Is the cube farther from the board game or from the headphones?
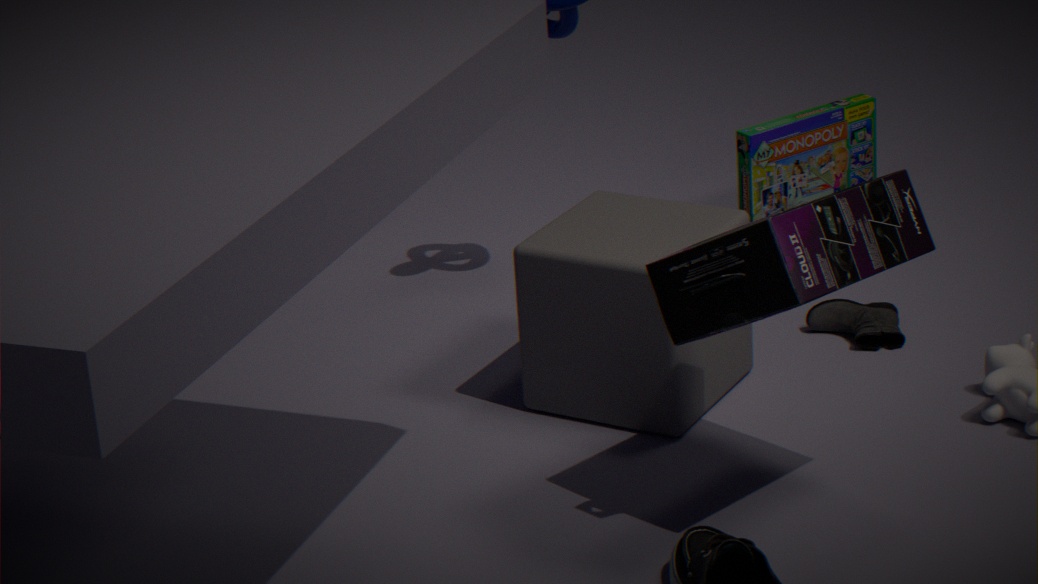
the board game
